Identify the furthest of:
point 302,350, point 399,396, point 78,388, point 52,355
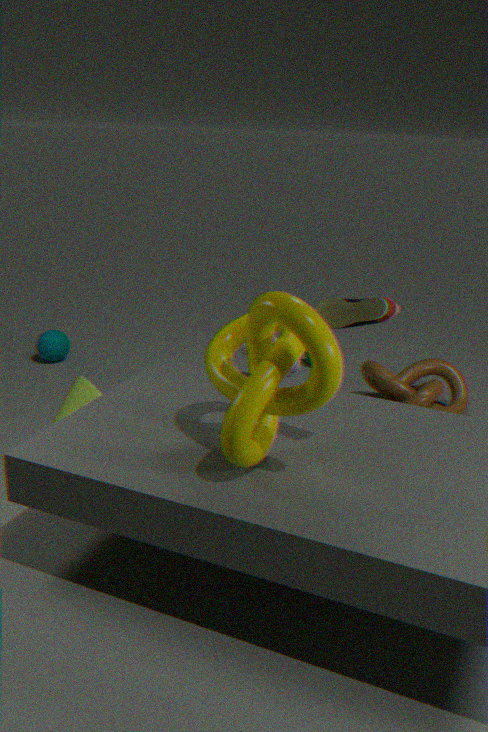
point 52,355
